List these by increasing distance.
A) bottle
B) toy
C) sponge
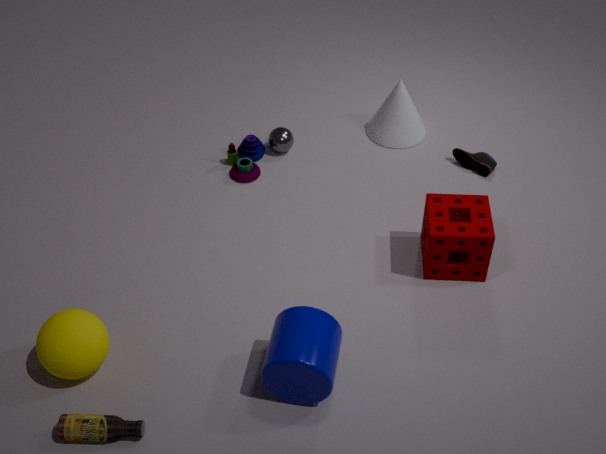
bottle
sponge
toy
